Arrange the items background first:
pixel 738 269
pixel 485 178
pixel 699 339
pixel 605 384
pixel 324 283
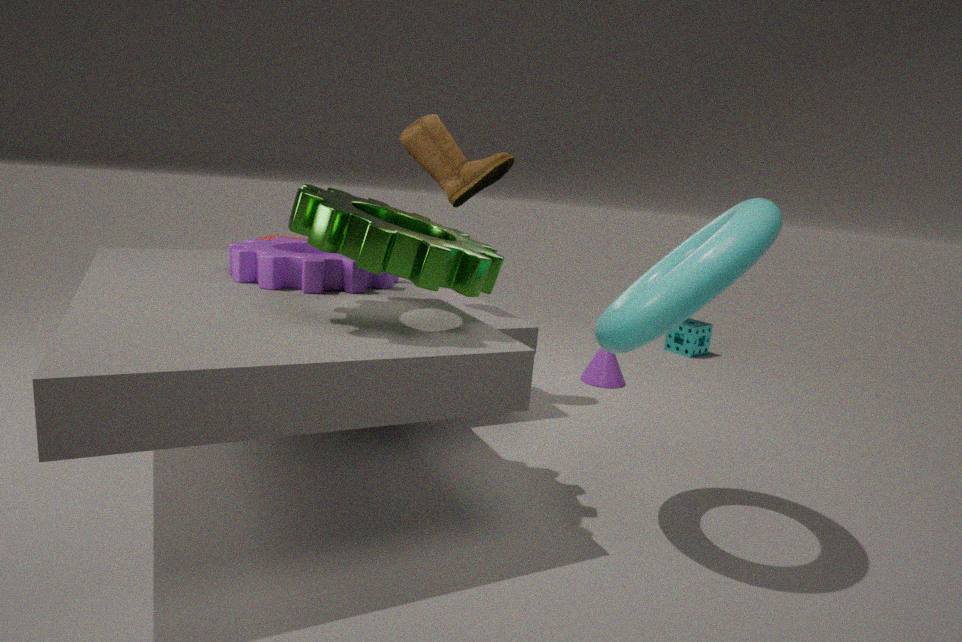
pixel 699 339
pixel 605 384
pixel 485 178
pixel 324 283
pixel 738 269
